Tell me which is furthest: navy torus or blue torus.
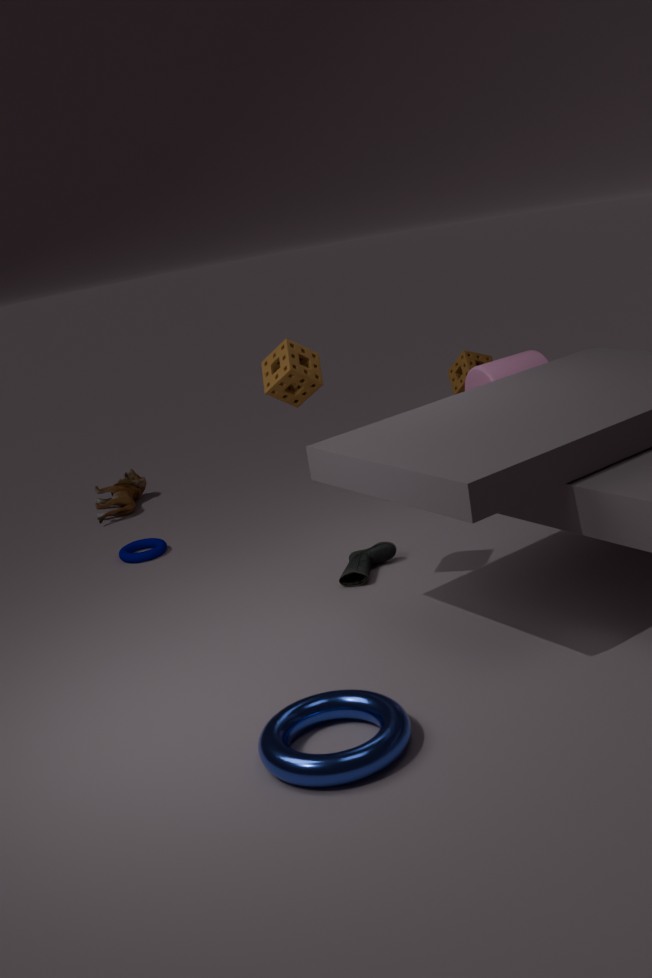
navy torus
